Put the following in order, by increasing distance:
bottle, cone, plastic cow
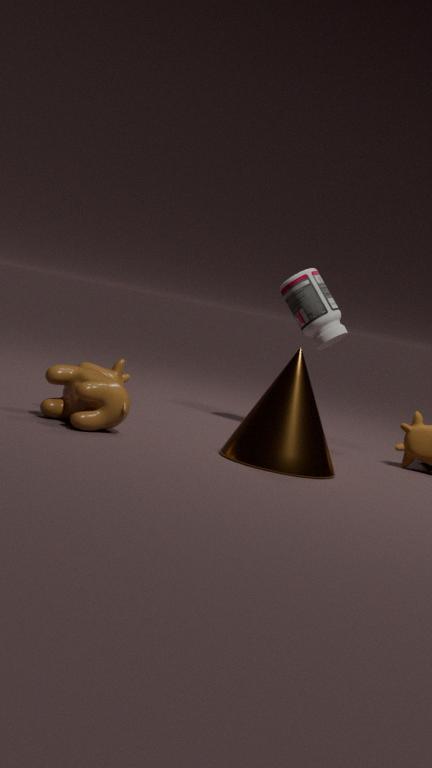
cone, plastic cow, bottle
